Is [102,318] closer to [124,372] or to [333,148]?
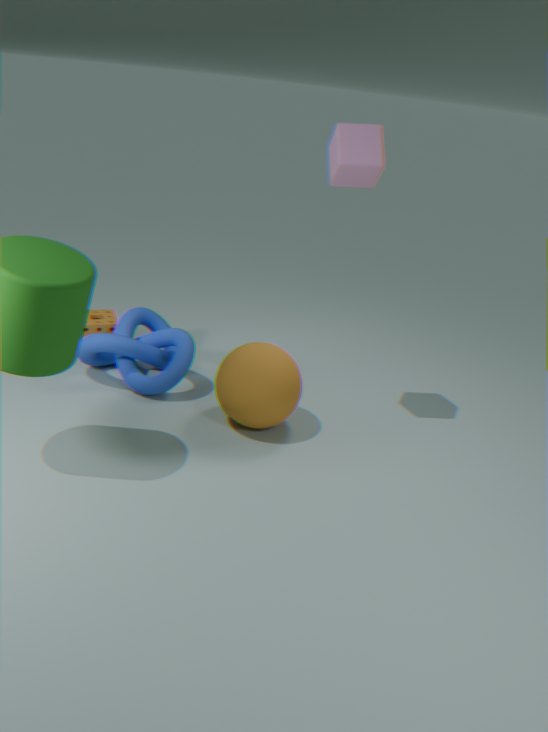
[124,372]
